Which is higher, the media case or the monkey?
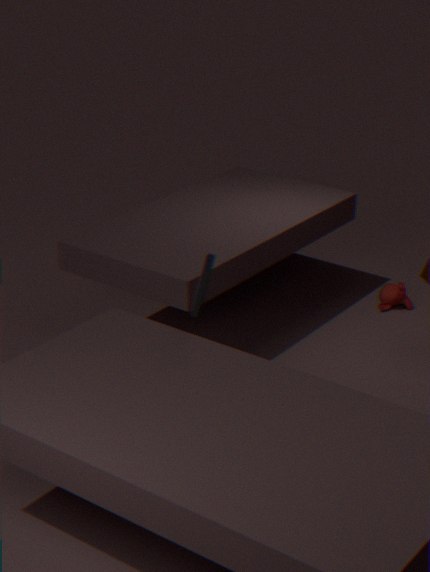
the media case
